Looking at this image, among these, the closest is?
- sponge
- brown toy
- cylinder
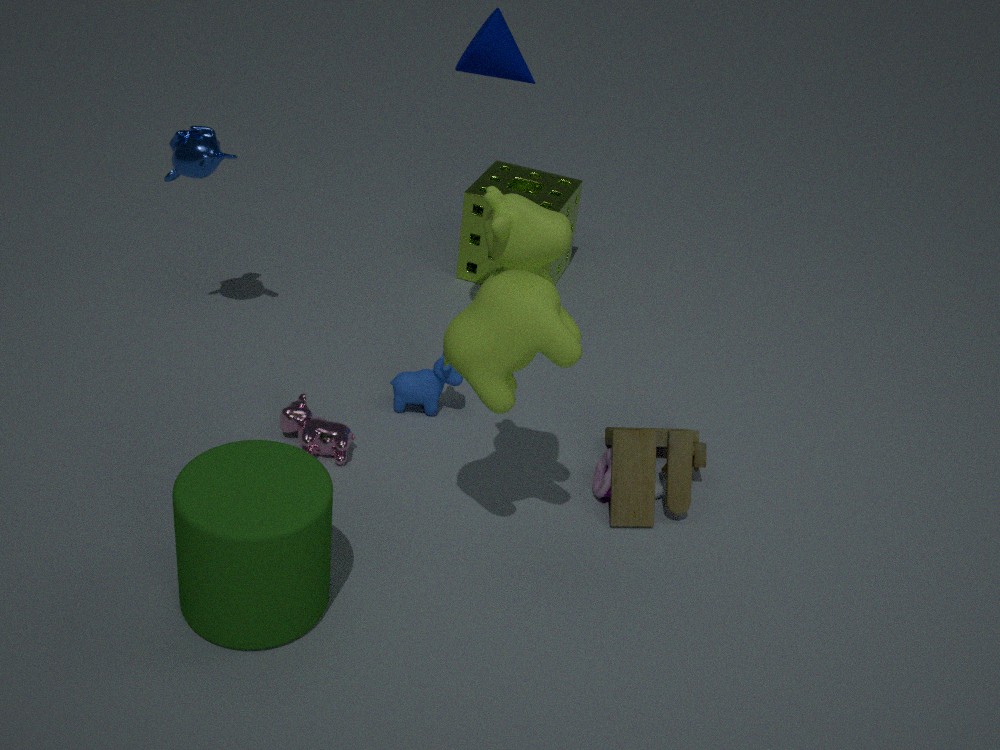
cylinder
